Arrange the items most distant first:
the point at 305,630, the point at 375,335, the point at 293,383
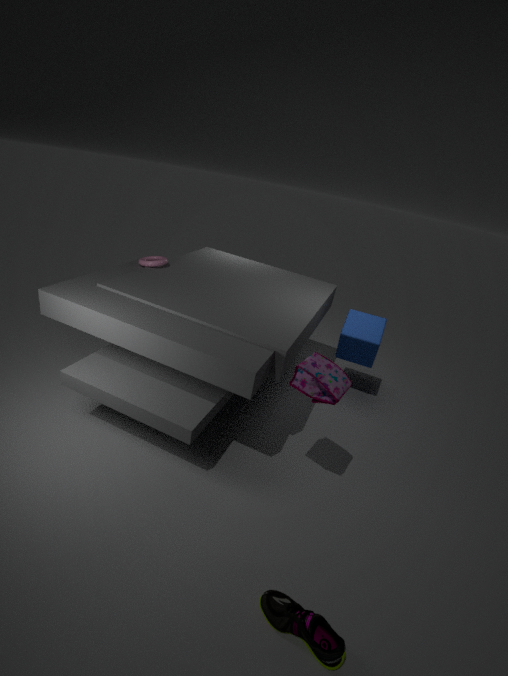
the point at 375,335 < the point at 293,383 < the point at 305,630
